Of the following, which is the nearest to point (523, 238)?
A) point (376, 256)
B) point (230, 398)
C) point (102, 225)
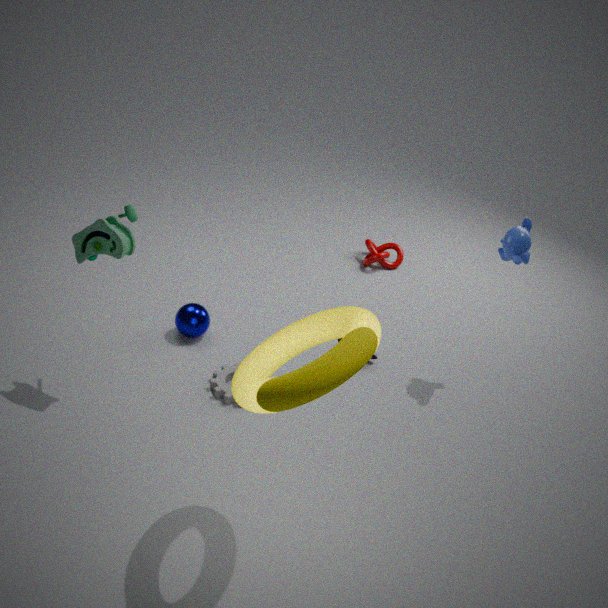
point (376, 256)
